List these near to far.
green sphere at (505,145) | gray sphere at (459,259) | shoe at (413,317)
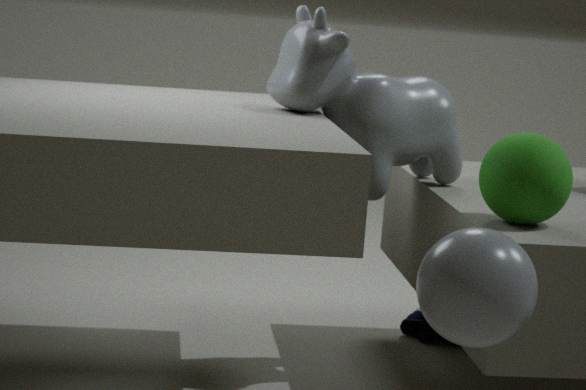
gray sphere at (459,259) < green sphere at (505,145) < shoe at (413,317)
